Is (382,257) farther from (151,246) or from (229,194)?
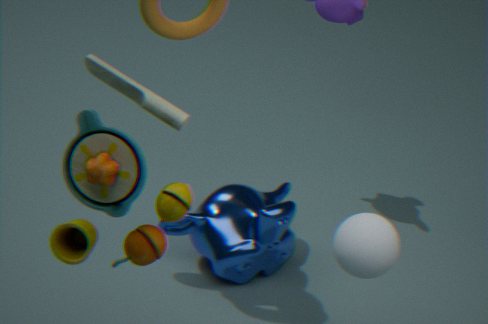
(151,246)
